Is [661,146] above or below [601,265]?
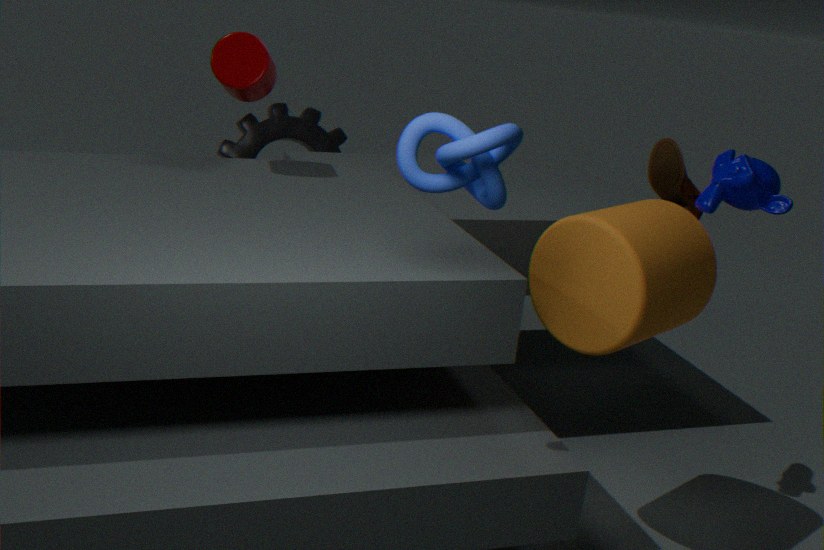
above
